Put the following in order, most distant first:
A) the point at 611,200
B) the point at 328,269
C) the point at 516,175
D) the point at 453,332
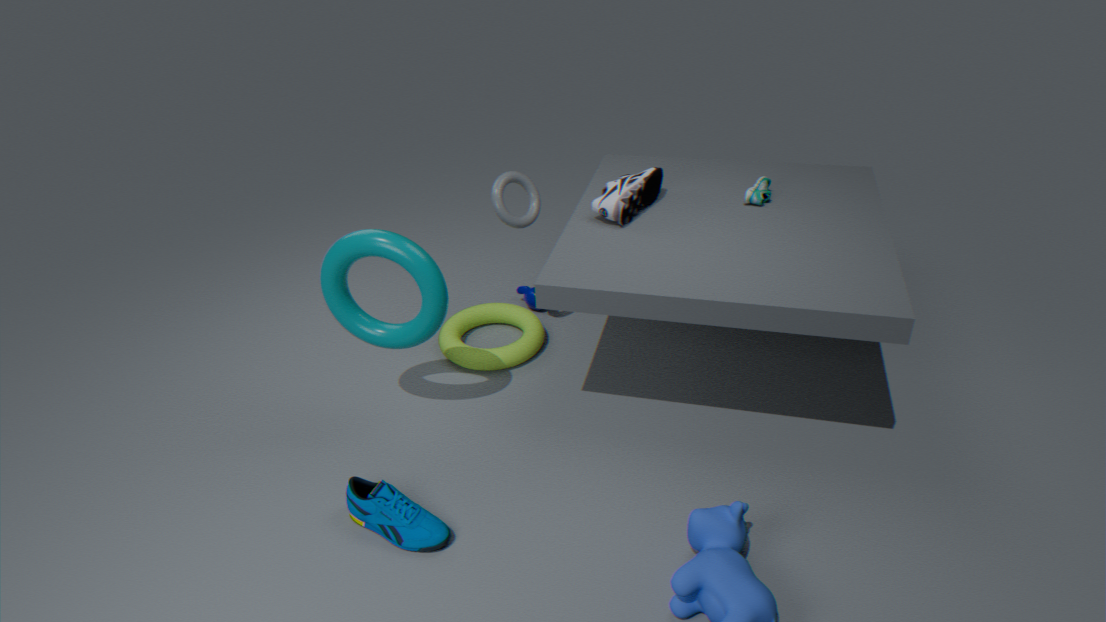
D. the point at 453,332, C. the point at 516,175, A. the point at 611,200, B. the point at 328,269
